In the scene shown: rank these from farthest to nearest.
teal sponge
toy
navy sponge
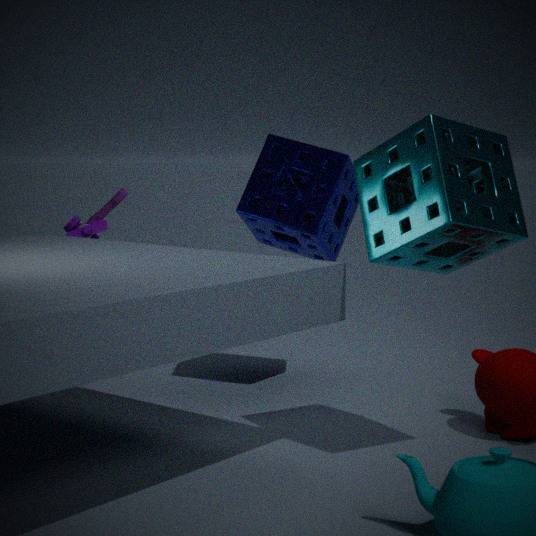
toy, navy sponge, teal sponge
